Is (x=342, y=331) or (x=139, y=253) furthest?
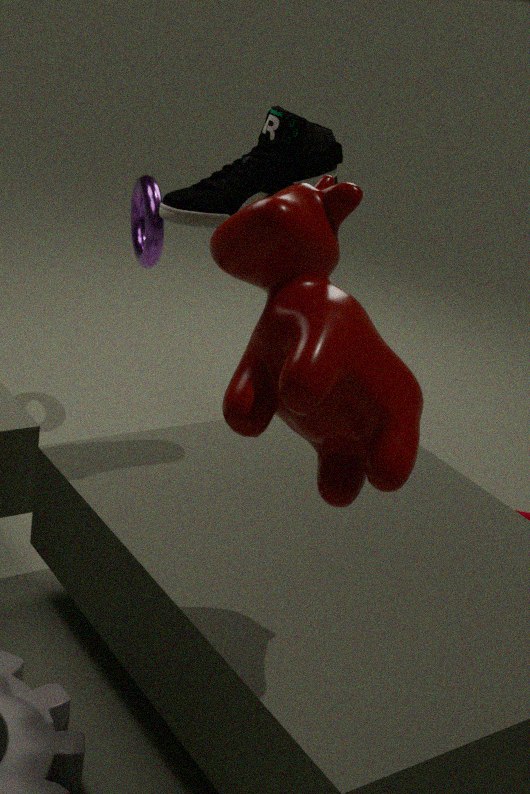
(x=139, y=253)
